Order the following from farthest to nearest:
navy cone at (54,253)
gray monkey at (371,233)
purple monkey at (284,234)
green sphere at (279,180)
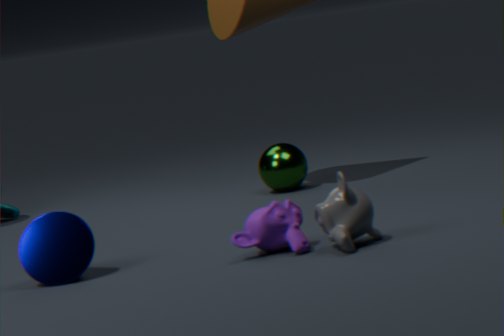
green sphere at (279,180) < navy cone at (54,253) < purple monkey at (284,234) < gray monkey at (371,233)
